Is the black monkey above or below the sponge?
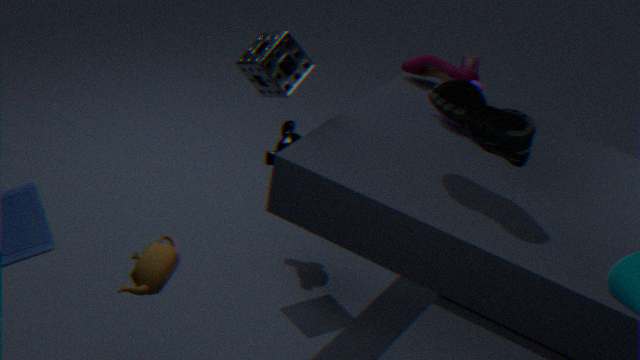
below
